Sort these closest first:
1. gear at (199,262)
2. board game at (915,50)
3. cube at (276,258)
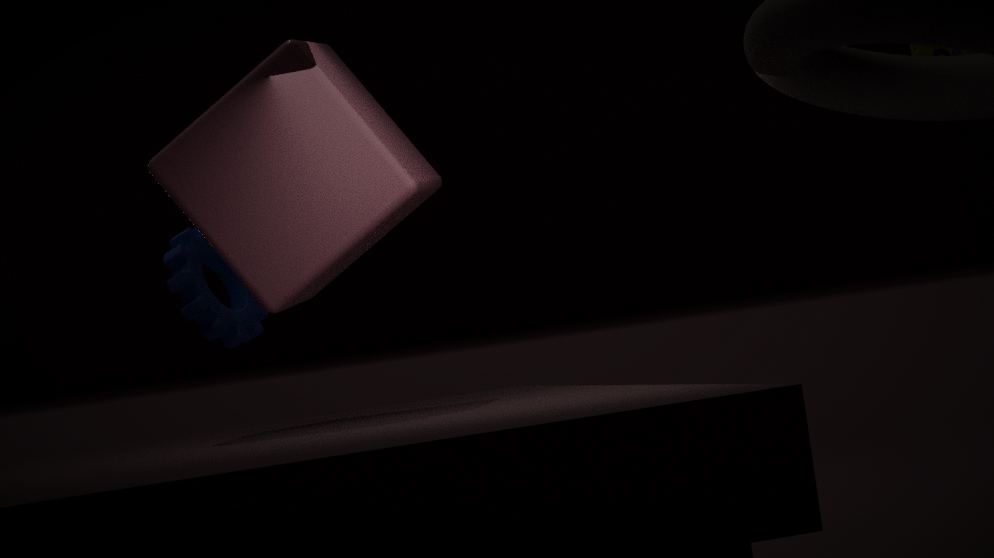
cube at (276,258) → board game at (915,50) → gear at (199,262)
